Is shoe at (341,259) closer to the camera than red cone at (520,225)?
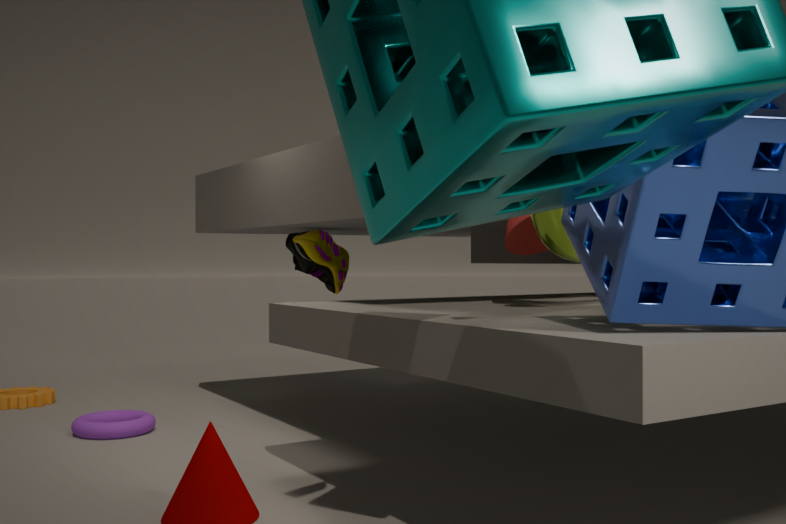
No
